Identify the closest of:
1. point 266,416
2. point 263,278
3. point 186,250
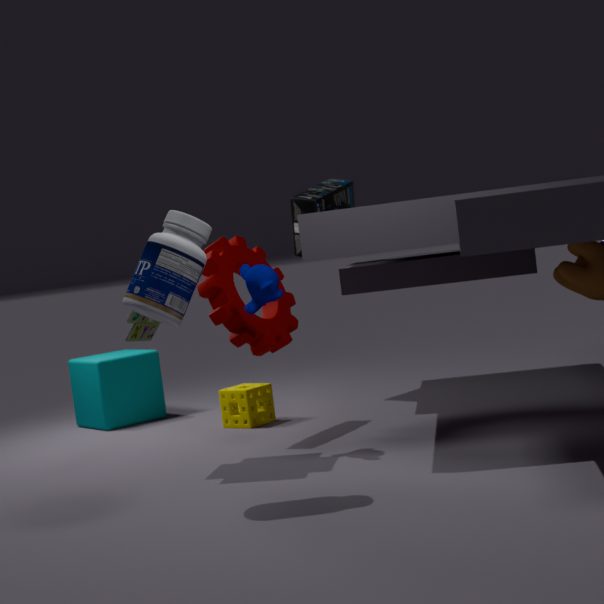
point 186,250
